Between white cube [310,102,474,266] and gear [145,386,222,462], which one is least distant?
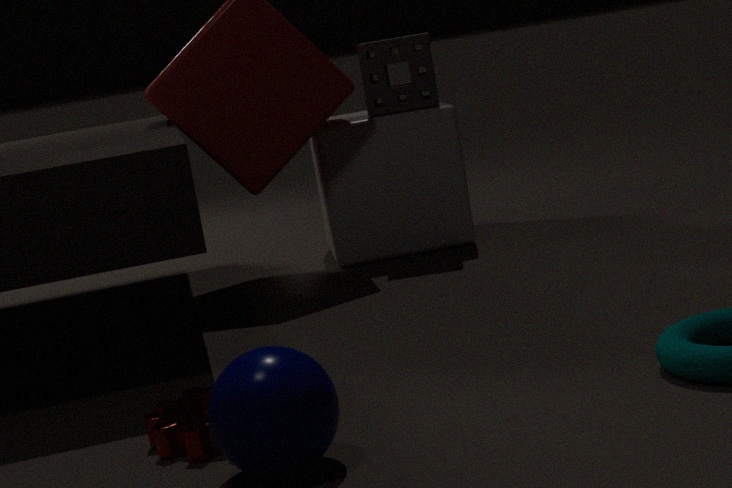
gear [145,386,222,462]
